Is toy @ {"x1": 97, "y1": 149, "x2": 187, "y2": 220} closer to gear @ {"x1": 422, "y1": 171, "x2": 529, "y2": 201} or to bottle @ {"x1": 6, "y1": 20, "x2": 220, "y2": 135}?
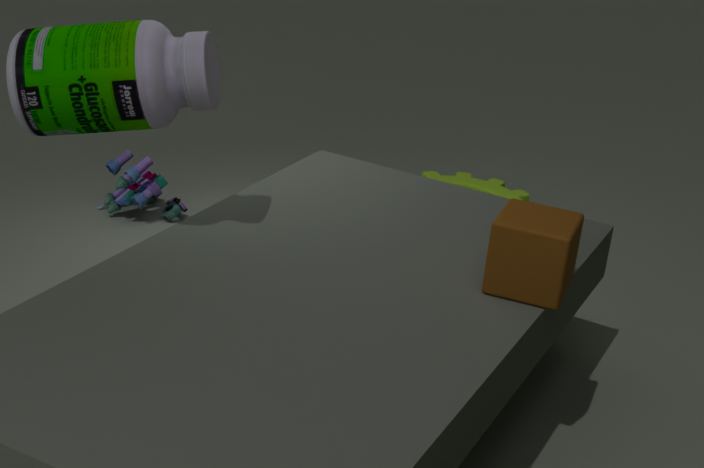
gear @ {"x1": 422, "y1": 171, "x2": 529, "y2": 201}
